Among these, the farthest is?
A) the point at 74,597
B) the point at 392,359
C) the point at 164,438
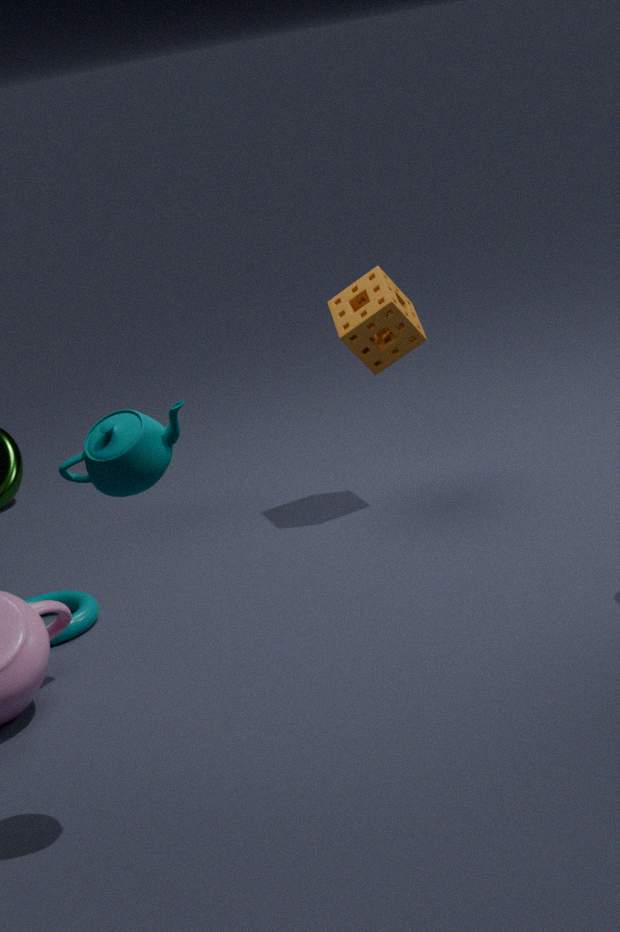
the point at 392,359
